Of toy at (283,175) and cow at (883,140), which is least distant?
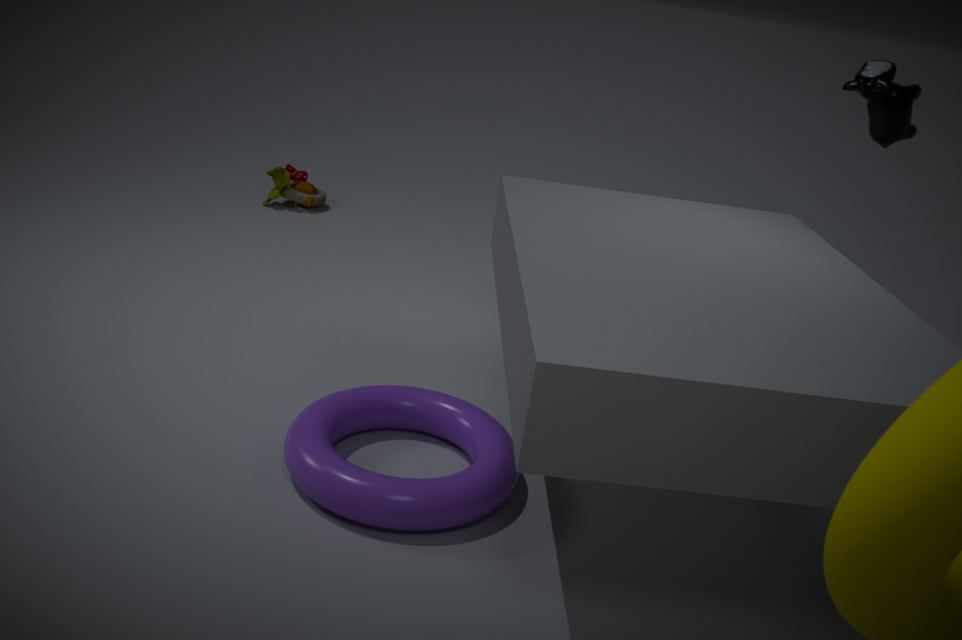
cow at (883,140)
